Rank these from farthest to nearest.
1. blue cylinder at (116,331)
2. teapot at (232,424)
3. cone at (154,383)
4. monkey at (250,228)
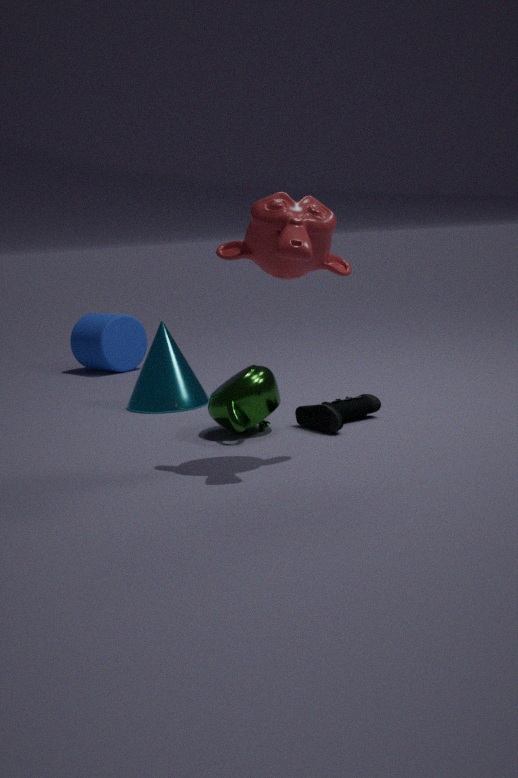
blue cylinder at (116,331), cone at (154,383), teapot at (232,424), monkey at (250,228)
